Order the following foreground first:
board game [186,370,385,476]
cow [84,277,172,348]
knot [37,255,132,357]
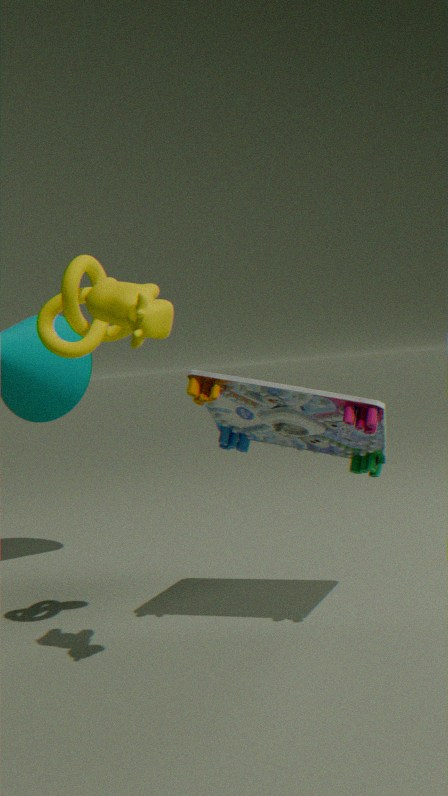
cow [84,277,172,348] < knot [37,255,132,357] < board game [186,370,385,476]
